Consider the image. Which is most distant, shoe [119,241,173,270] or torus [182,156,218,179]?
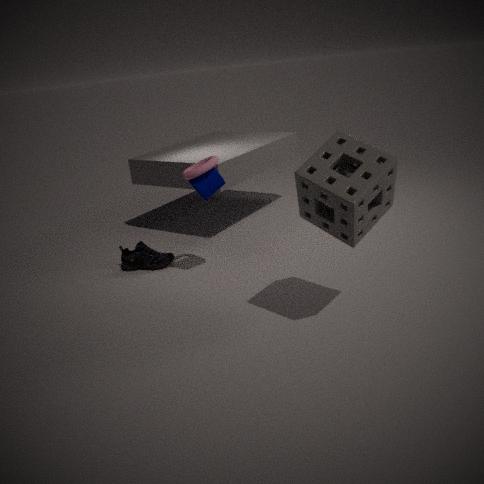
shoe [119,241,173,270]
